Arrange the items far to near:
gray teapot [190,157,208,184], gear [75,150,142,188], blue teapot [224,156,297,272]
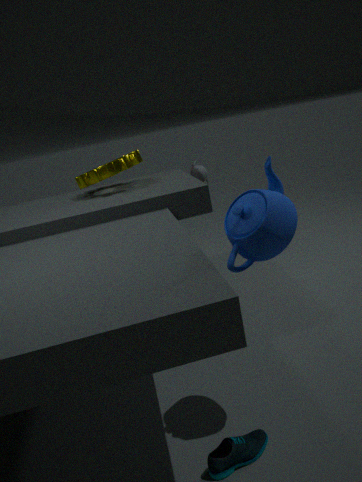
gray teapot [190,157,208,184]
gear [75,150,142,188]
blue teapot [224,156,297,272]
